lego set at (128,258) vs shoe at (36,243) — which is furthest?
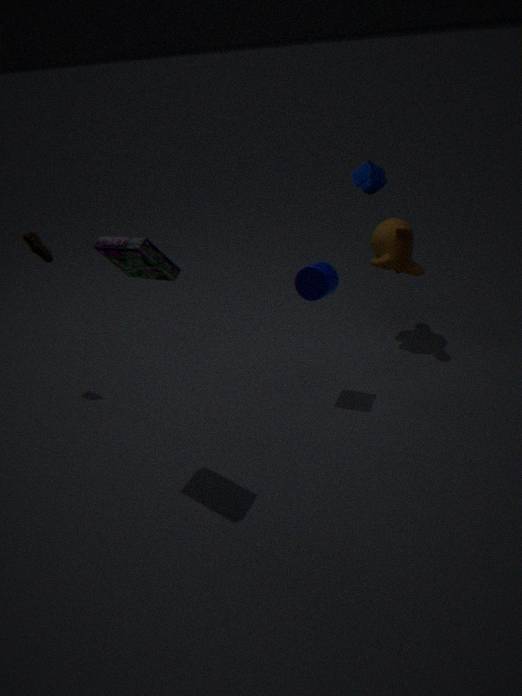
shoe at (36,243)
